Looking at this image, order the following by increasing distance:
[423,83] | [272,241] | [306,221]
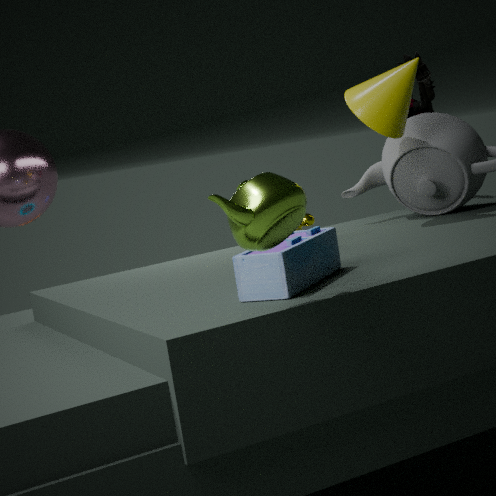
[272,241], [306,221], [423,83]
